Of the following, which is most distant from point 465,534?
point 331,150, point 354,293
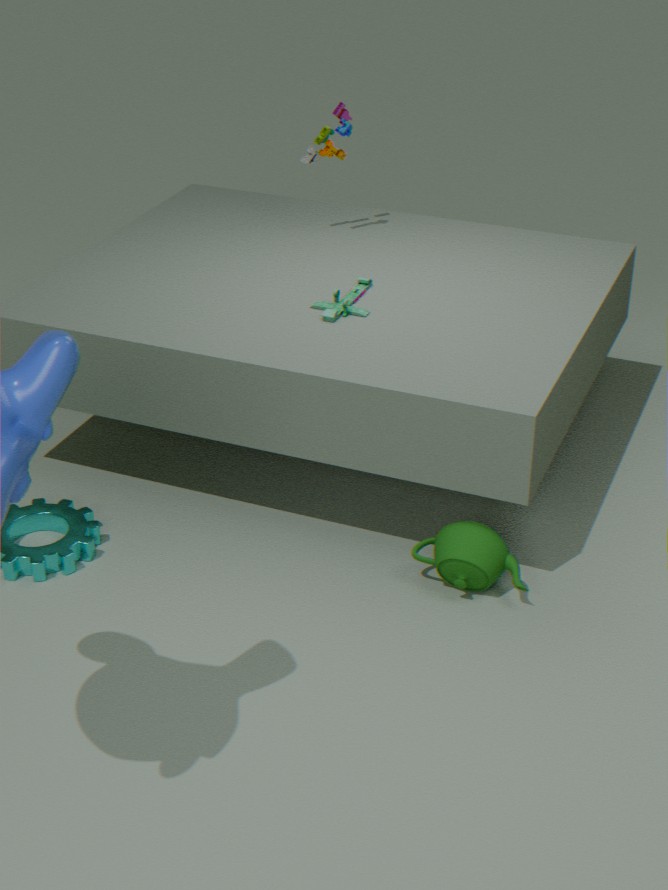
point 331,150
